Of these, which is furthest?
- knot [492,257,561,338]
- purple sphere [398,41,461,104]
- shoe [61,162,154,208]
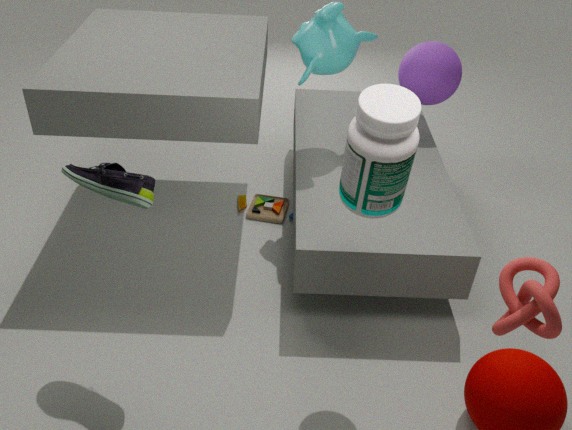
purple sphere [398,41,461,104]
